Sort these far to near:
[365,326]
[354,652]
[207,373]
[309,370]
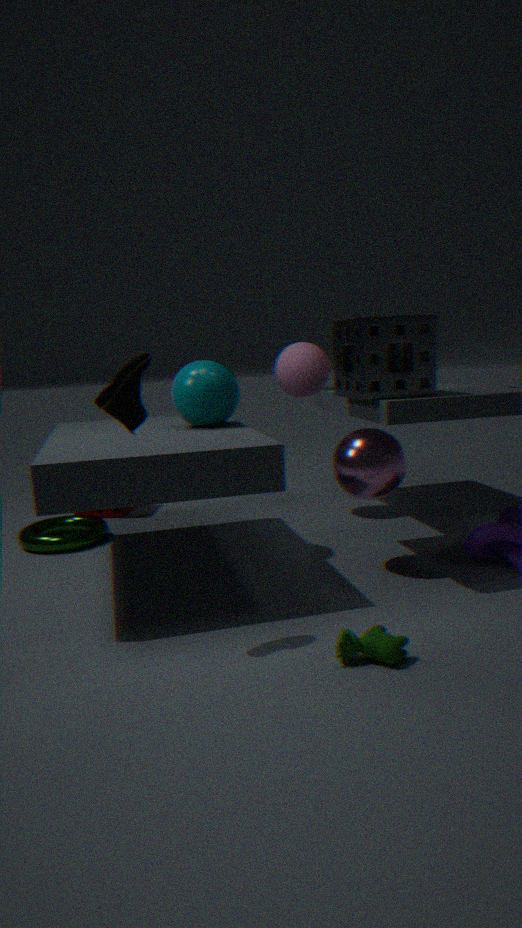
1. [309,370]
2. [207,373]
3. [365,326]
4. [354,652]
